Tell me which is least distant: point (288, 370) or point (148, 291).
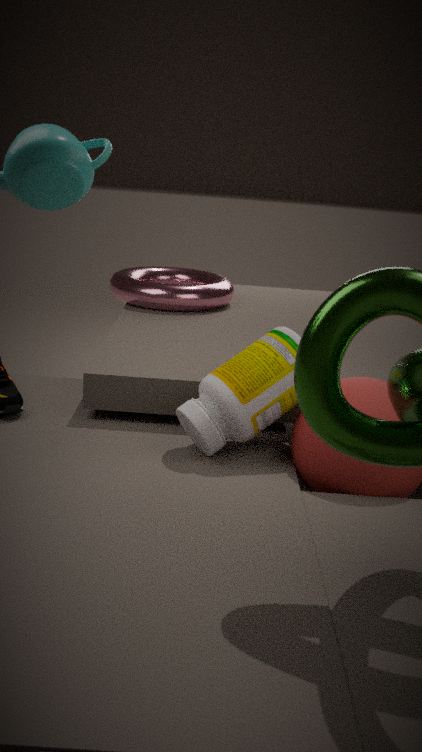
point (288, 370)
